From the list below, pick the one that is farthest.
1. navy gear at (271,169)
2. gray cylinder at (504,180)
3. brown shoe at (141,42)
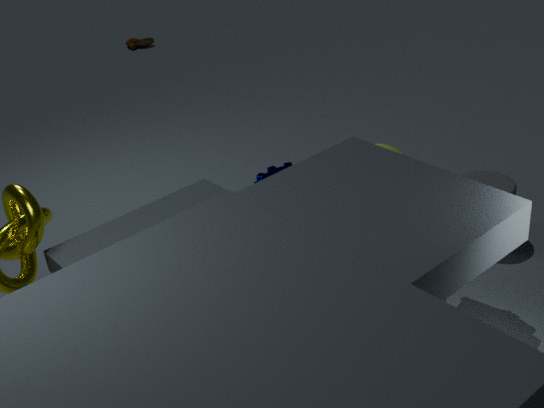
brown shoe at (141,42)
